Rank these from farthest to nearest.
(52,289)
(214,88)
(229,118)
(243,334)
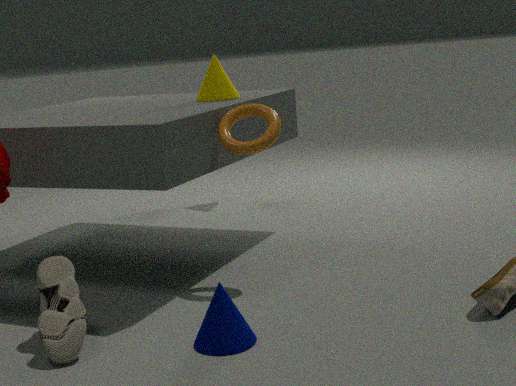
(214,88) → (229,118) → (52,289) → (243,334)
